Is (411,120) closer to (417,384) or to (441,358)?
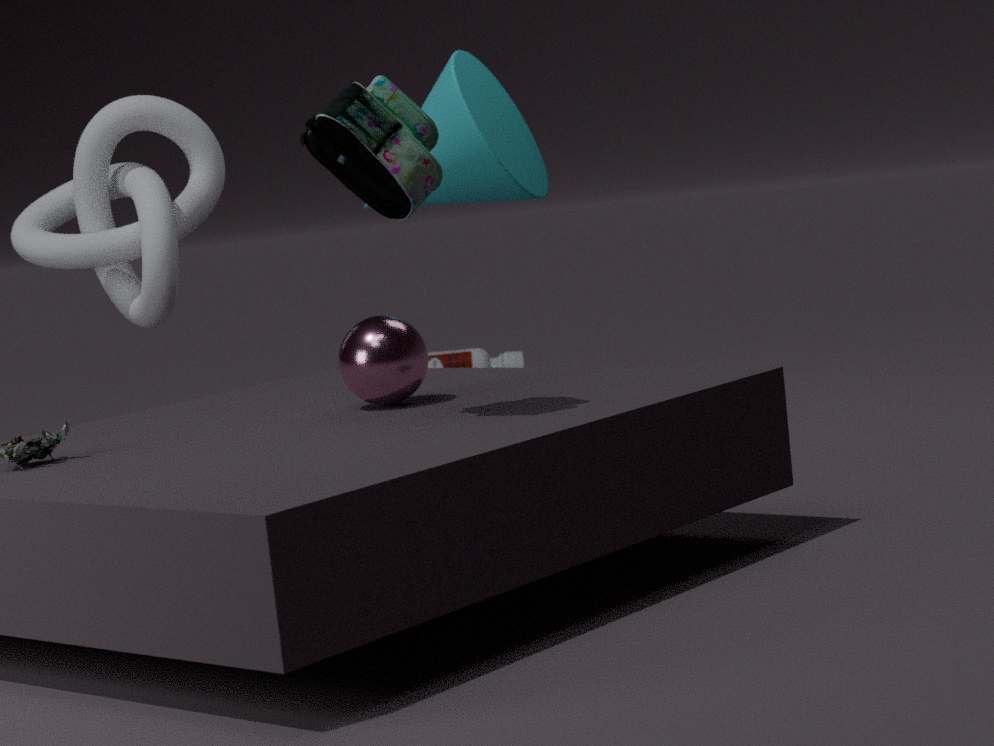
(417,384)
